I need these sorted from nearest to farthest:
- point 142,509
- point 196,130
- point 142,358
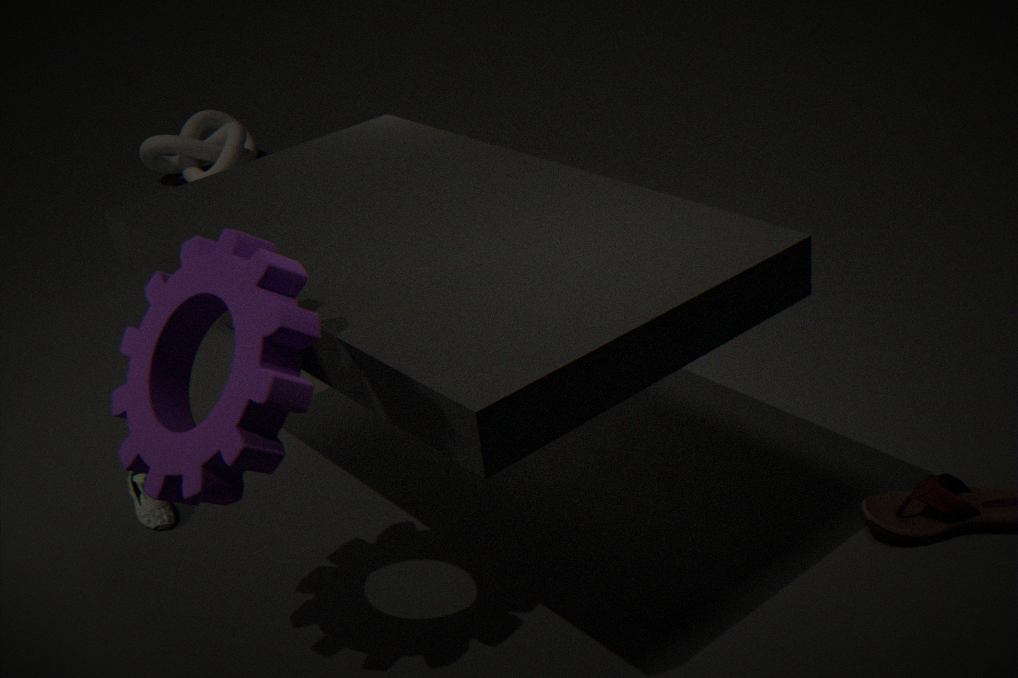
point 142,358, point 142,509, point 196,130
